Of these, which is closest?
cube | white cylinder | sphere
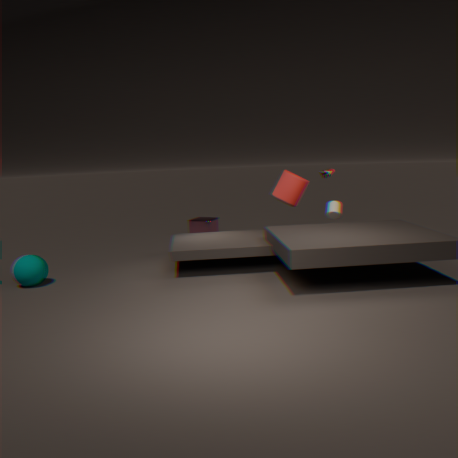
sphere
